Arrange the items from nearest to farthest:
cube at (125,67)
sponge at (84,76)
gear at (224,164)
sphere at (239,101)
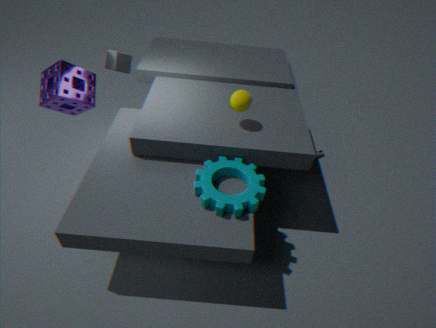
gear at (224,164) < sphere at (239,101) < sponge at (84,76) < cube at (125,67)
